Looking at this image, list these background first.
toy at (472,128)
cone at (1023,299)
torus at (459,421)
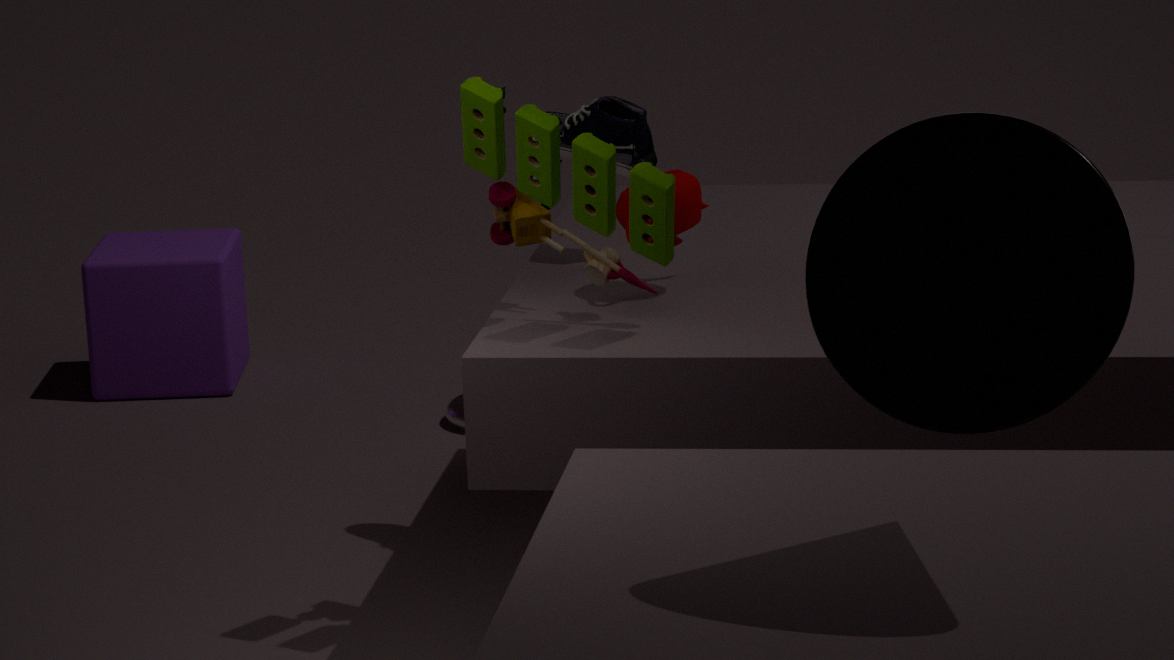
torus at (459,421) < toy at (472,128) < cone at (1023,299)
